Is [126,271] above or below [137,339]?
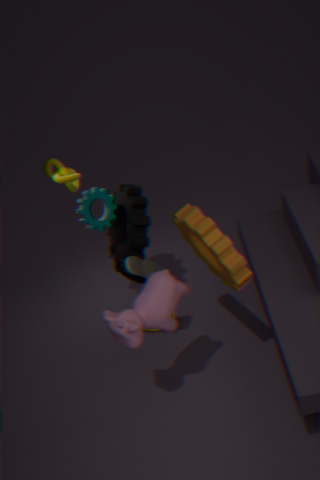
below
